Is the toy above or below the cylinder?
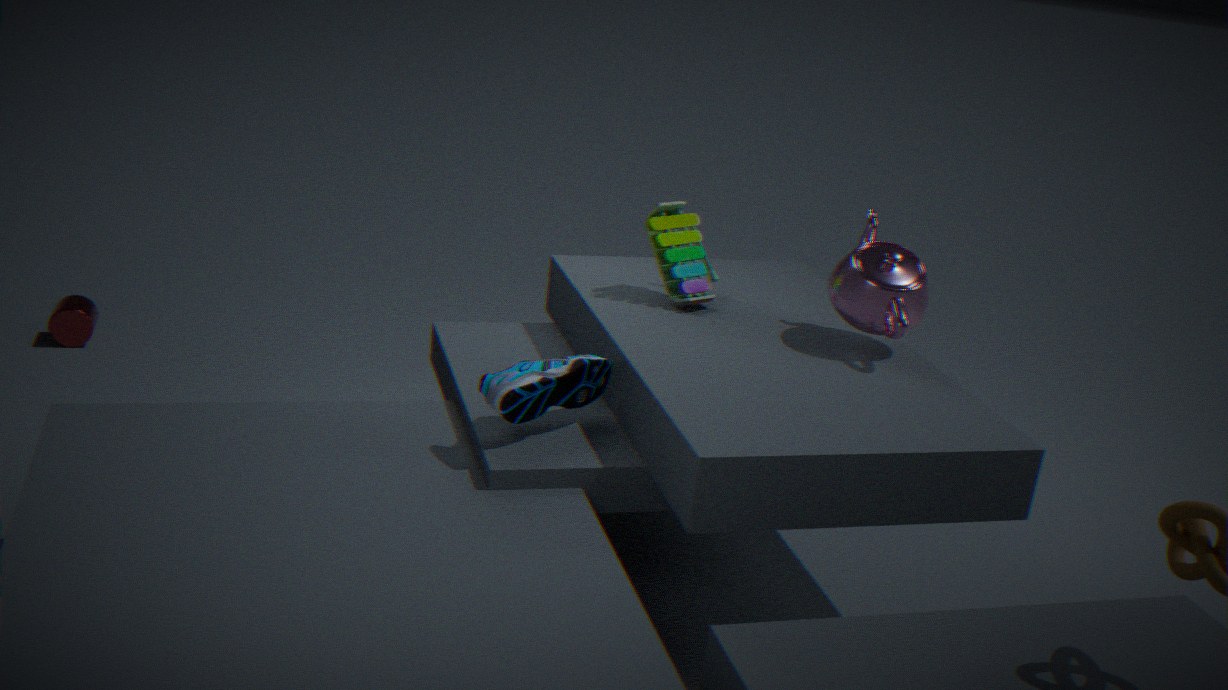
above
